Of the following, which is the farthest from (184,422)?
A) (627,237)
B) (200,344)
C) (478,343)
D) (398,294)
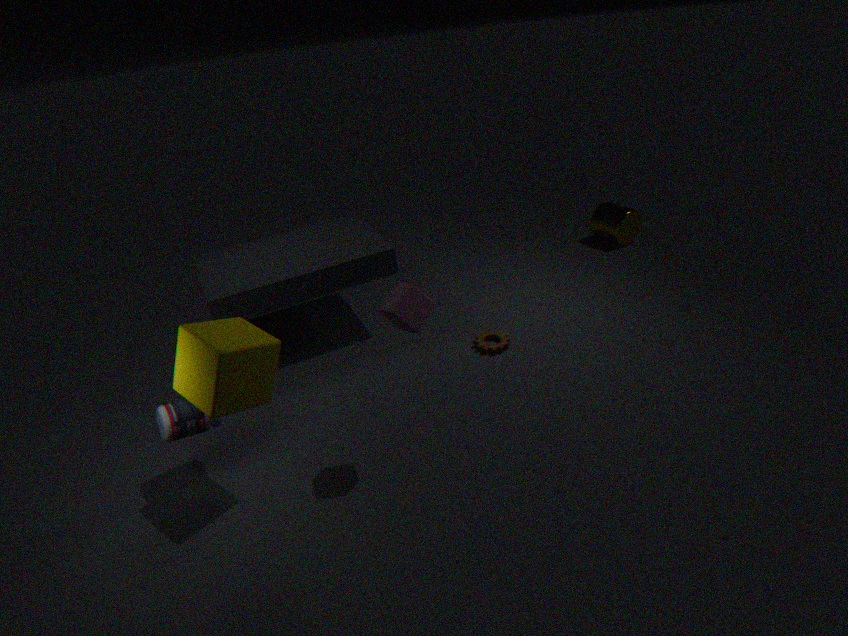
(627,237)
